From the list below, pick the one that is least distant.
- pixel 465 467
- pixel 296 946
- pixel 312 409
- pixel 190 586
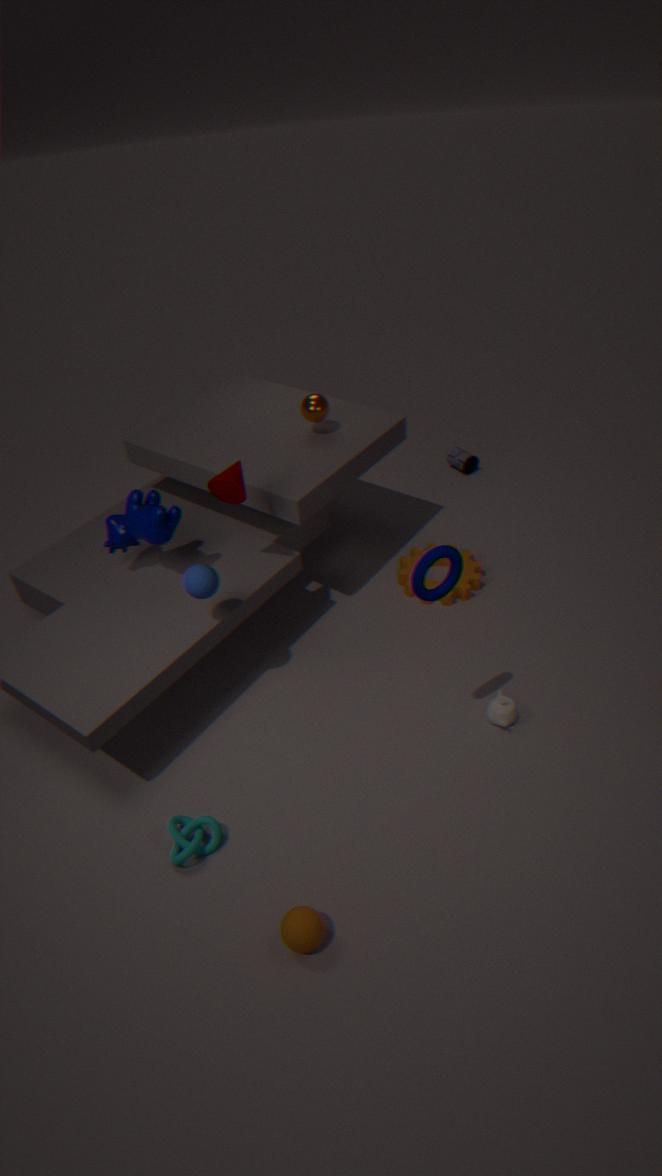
pixel 296 946
